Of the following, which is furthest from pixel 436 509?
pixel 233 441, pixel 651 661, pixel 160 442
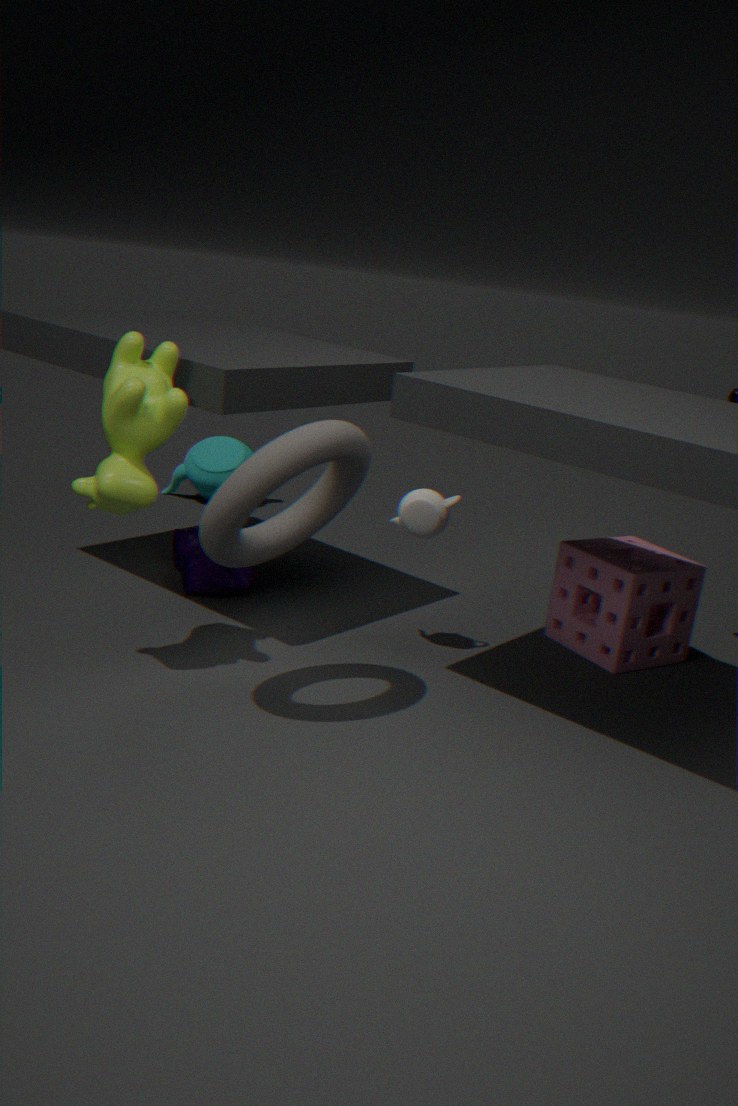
pixel 233 441
